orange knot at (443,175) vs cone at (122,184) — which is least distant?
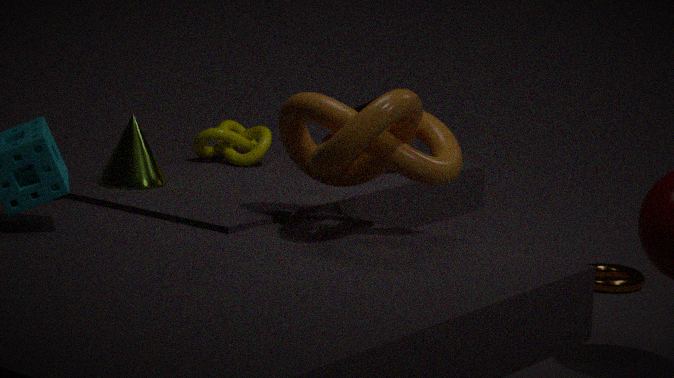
orange knot at (443,175)
